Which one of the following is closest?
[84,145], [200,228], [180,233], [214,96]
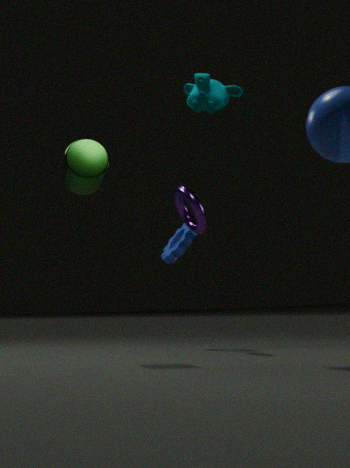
[214,96]
